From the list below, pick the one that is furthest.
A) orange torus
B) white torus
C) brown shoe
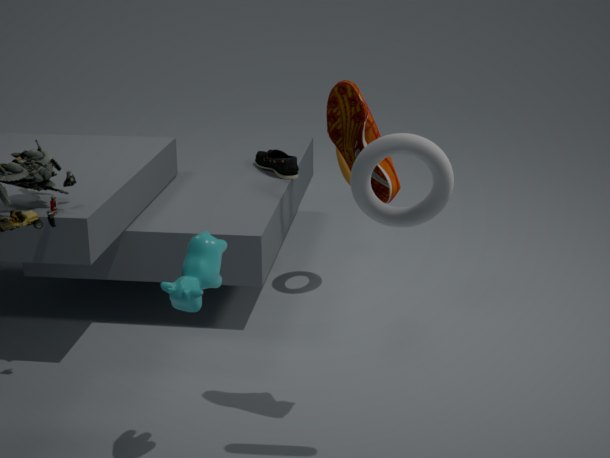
orange torus
